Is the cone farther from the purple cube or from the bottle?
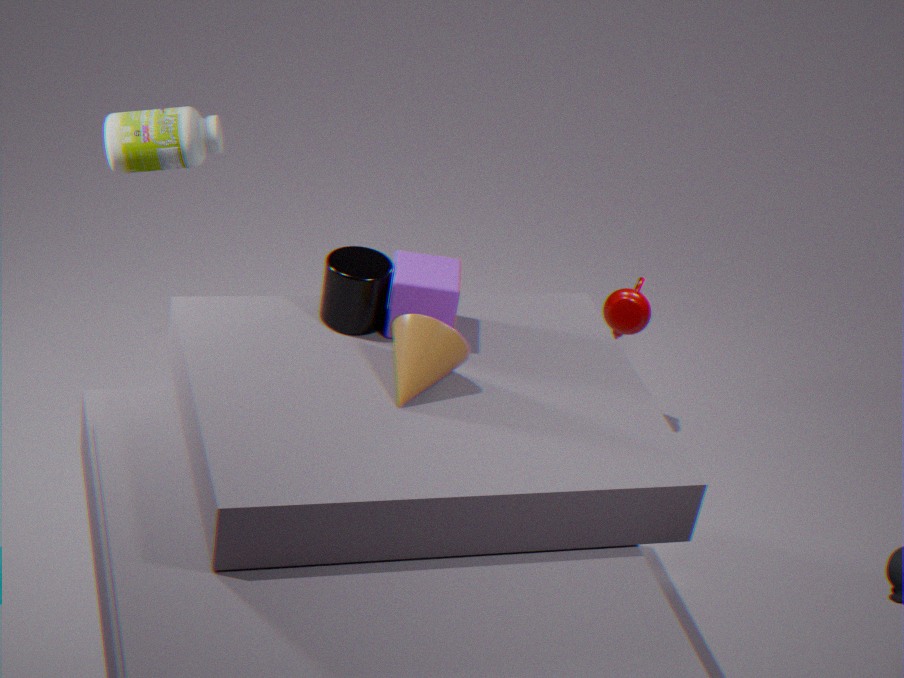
the bottle
